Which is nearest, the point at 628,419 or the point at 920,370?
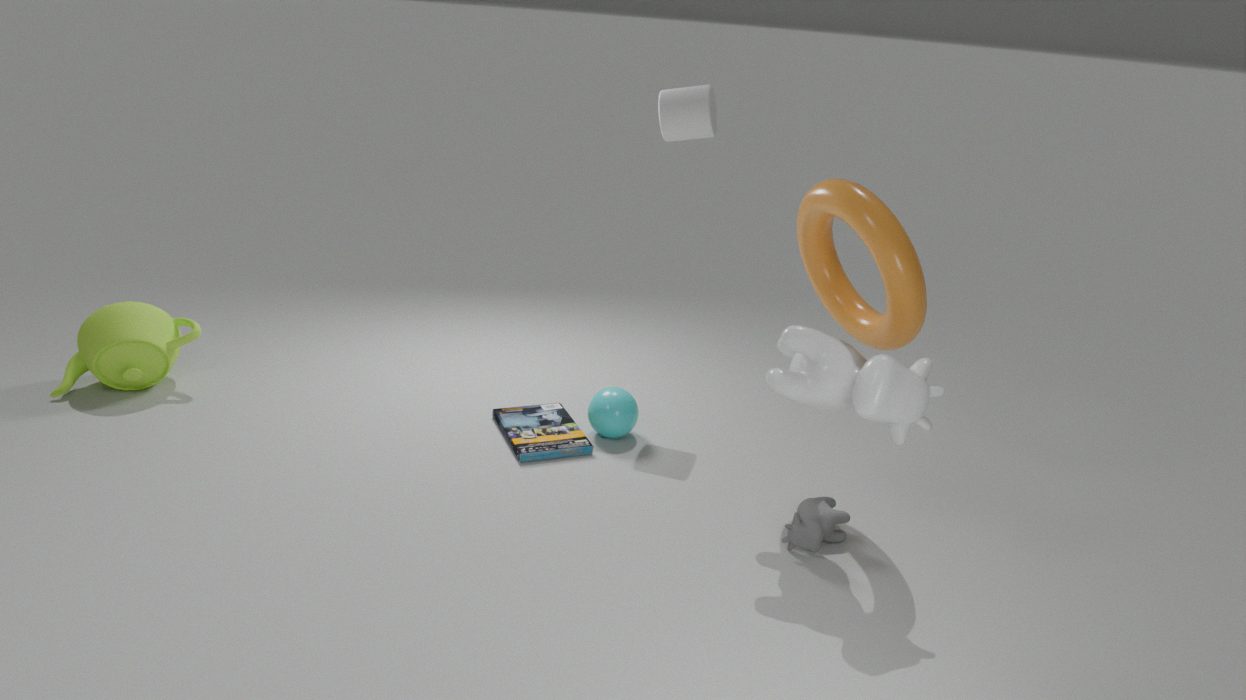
the point at 920,370
